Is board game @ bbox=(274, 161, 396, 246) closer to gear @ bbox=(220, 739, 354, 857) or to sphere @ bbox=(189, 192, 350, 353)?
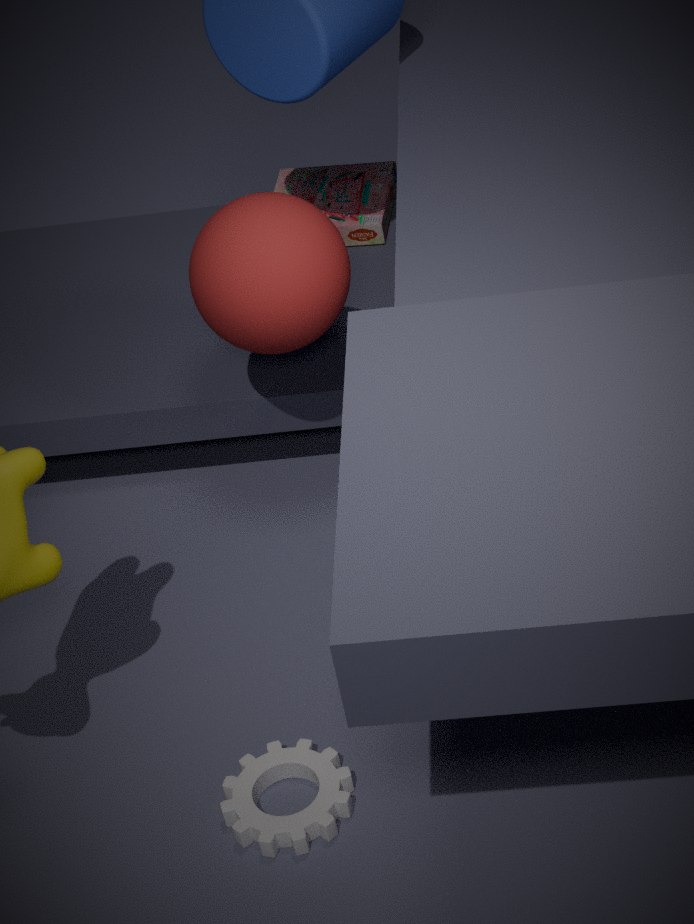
sphere @ bbox=(189, 192, 350, 353)
